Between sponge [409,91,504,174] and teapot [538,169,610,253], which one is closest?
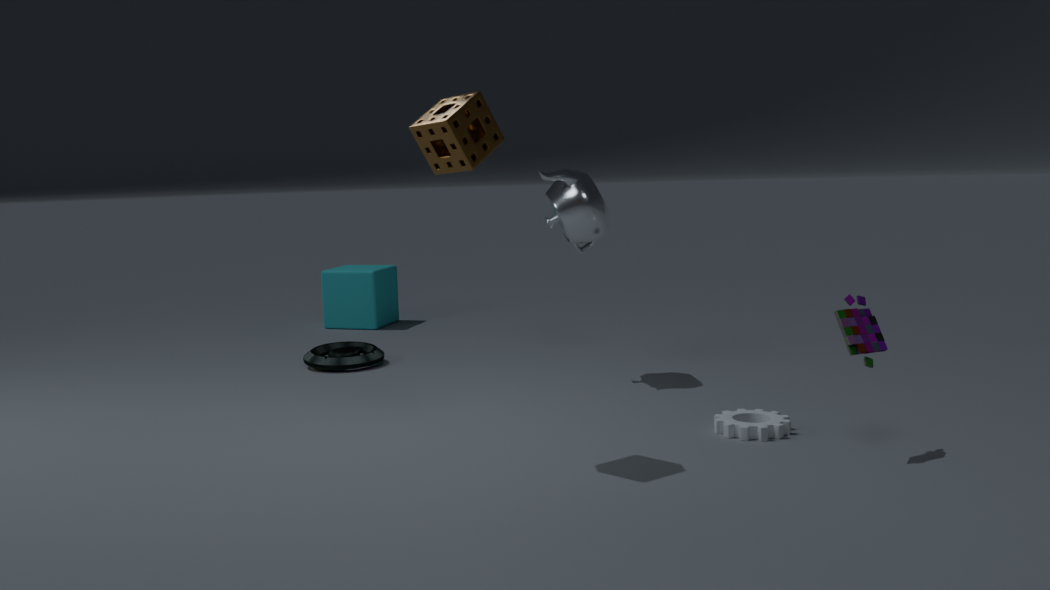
sponge [409,91,504,174]
